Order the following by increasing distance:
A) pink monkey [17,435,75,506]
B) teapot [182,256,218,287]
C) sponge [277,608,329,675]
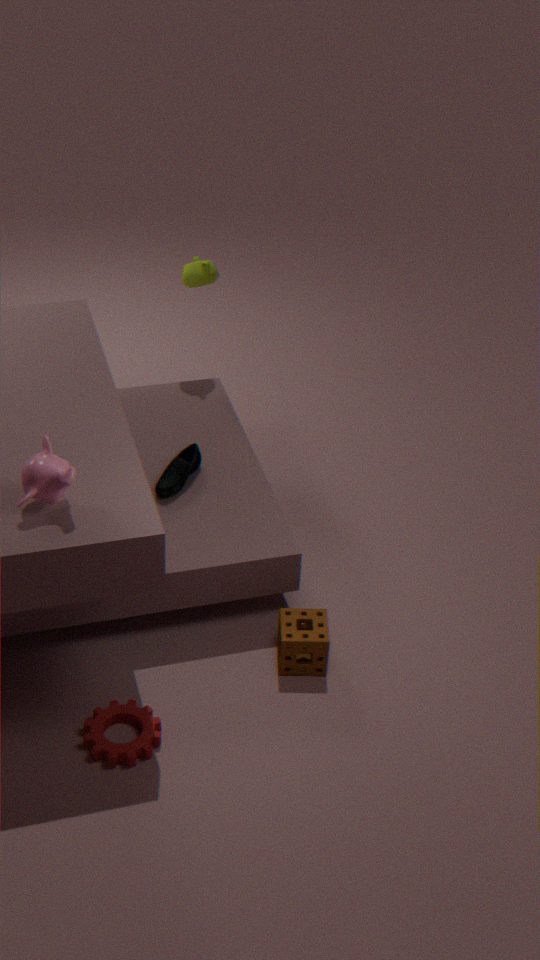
pink monkey [17,435,75,506] → sponge [277,608,329,675] → teapot [182,256,218,287]
